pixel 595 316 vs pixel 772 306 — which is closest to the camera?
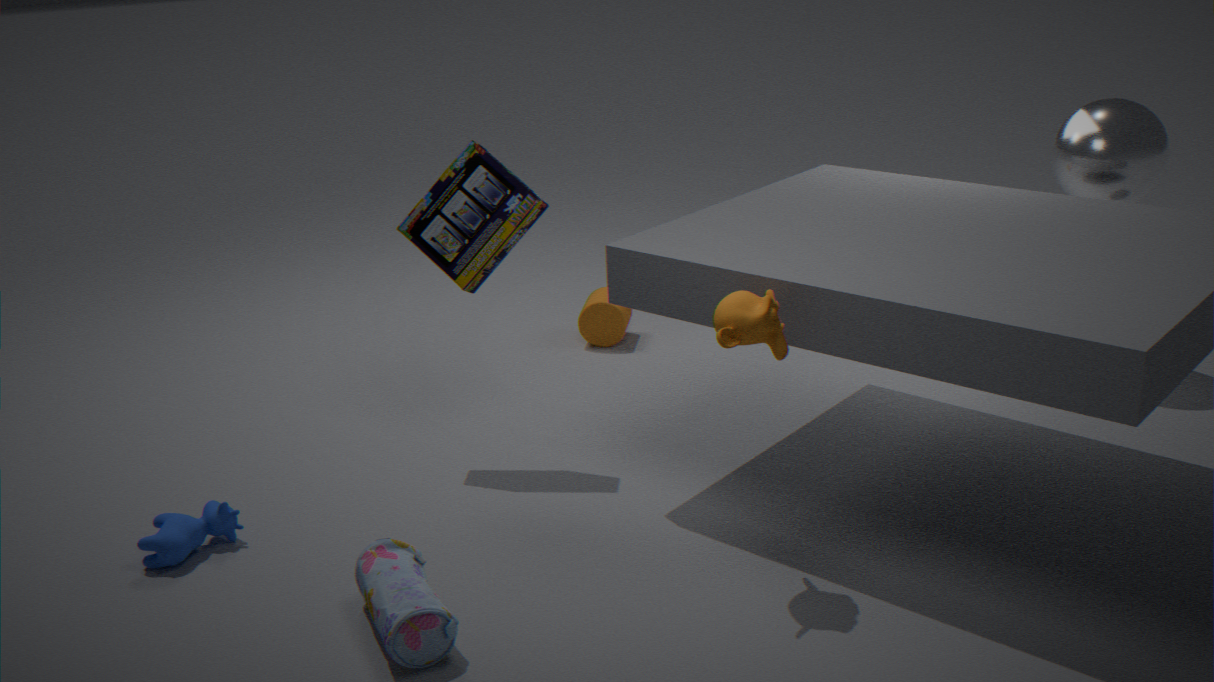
pixel 772 306
